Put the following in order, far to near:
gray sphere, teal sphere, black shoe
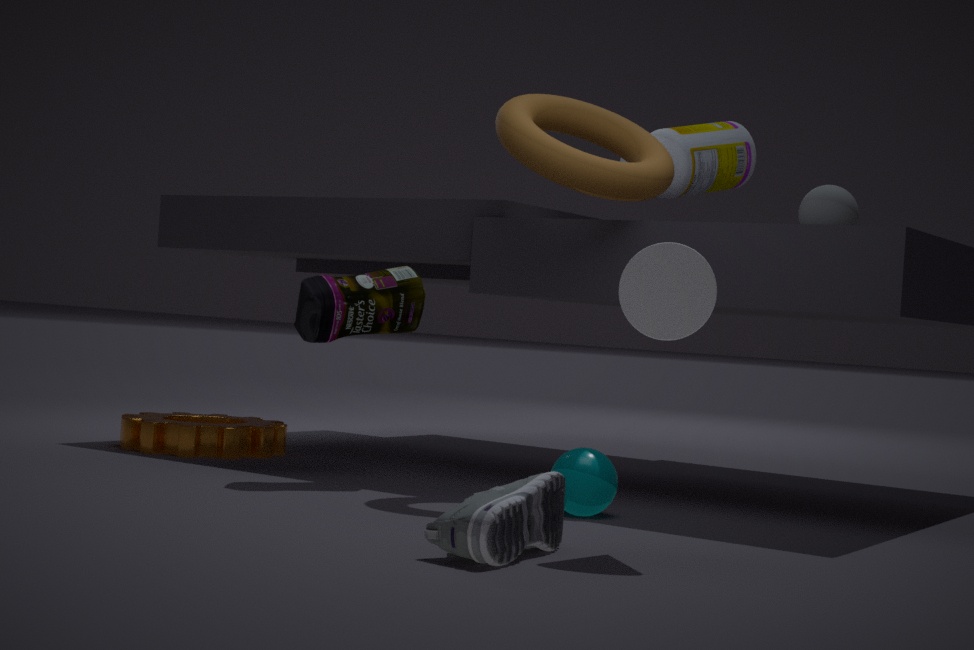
1. gray sphere
2. teal sphere
3. black shoe
